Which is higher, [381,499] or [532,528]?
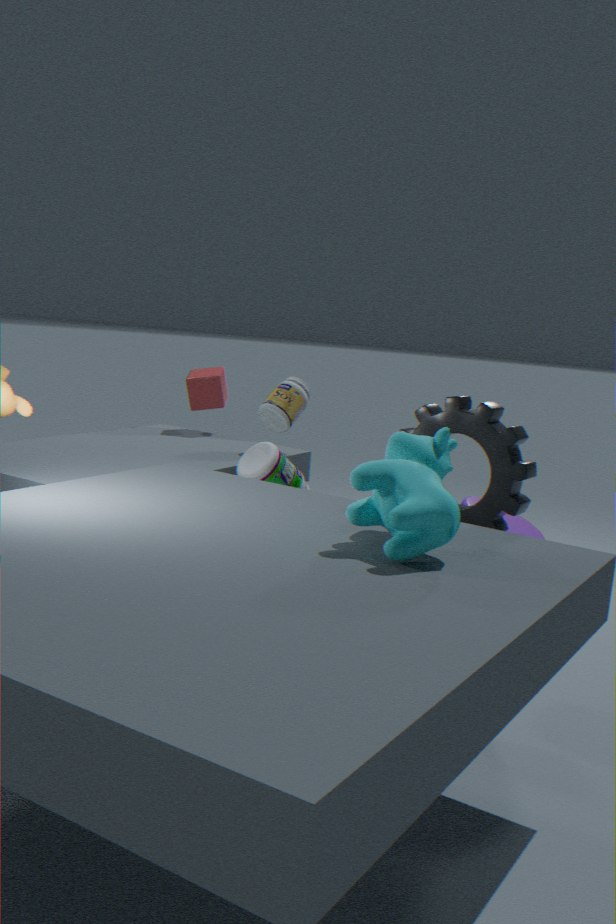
[381,499]
